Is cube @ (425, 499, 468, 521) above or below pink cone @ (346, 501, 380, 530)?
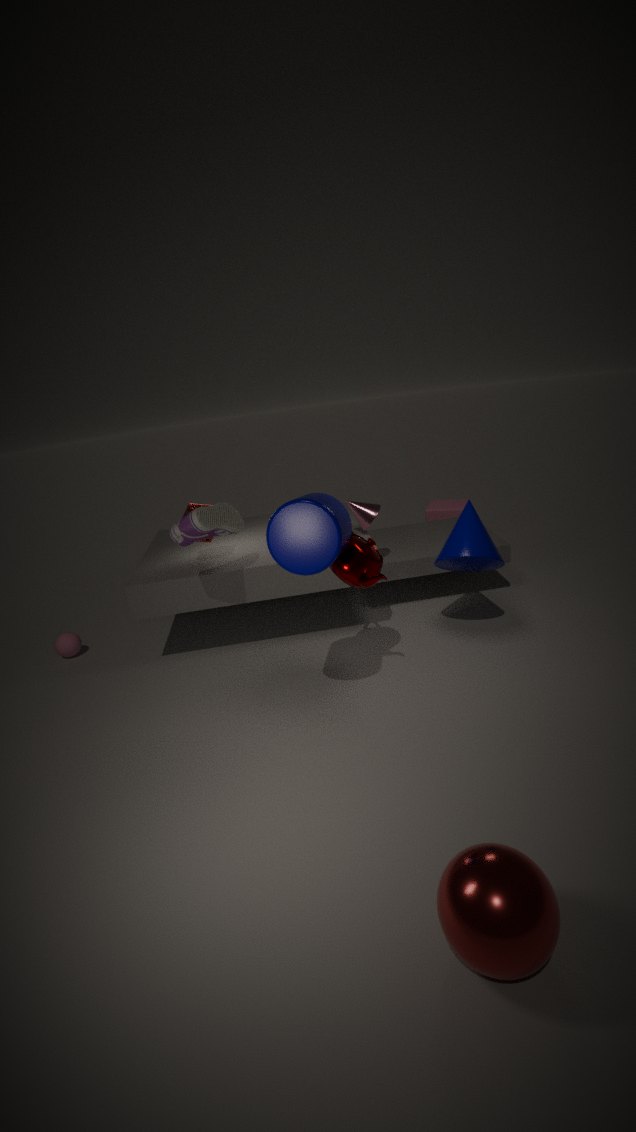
below
